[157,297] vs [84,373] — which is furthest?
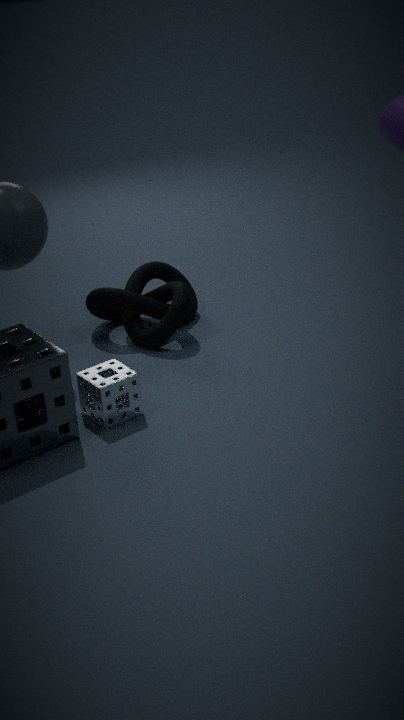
[157,297]
